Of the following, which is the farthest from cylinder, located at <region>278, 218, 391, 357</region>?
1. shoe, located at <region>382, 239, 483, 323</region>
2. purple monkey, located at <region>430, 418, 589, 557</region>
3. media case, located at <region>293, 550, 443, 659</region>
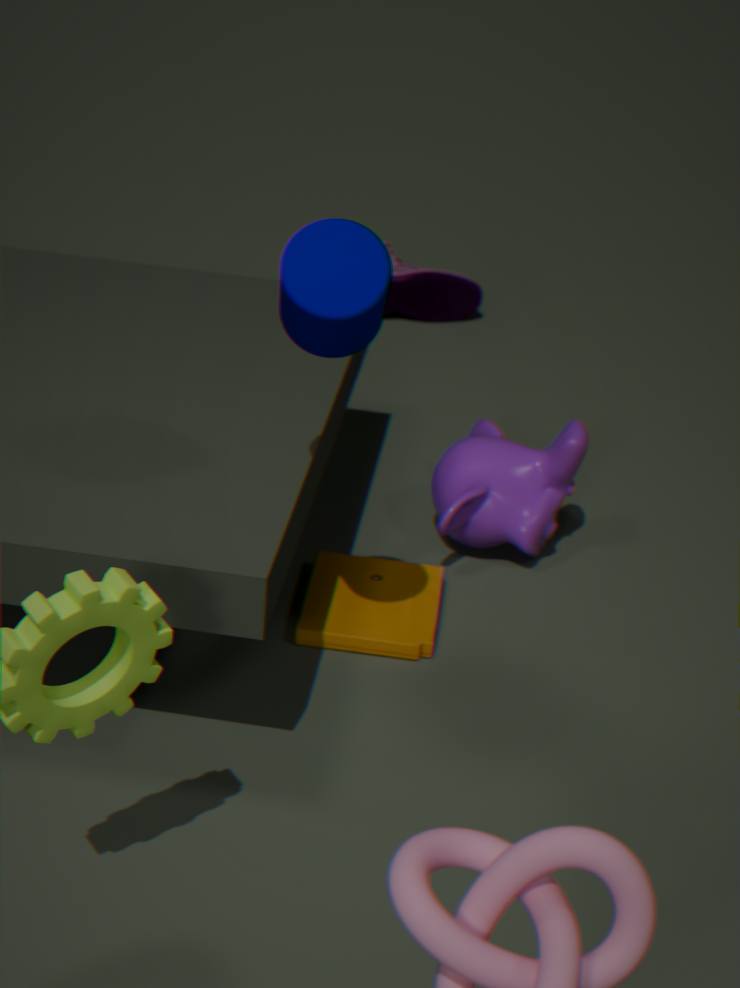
shoe, located at <region>382, 239, 483, 323</region>
